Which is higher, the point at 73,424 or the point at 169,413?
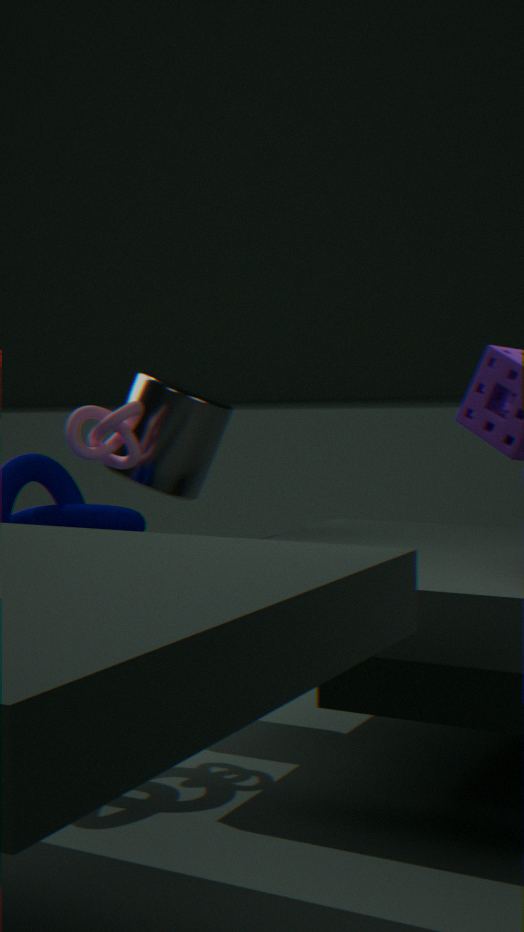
the point at 73,424
